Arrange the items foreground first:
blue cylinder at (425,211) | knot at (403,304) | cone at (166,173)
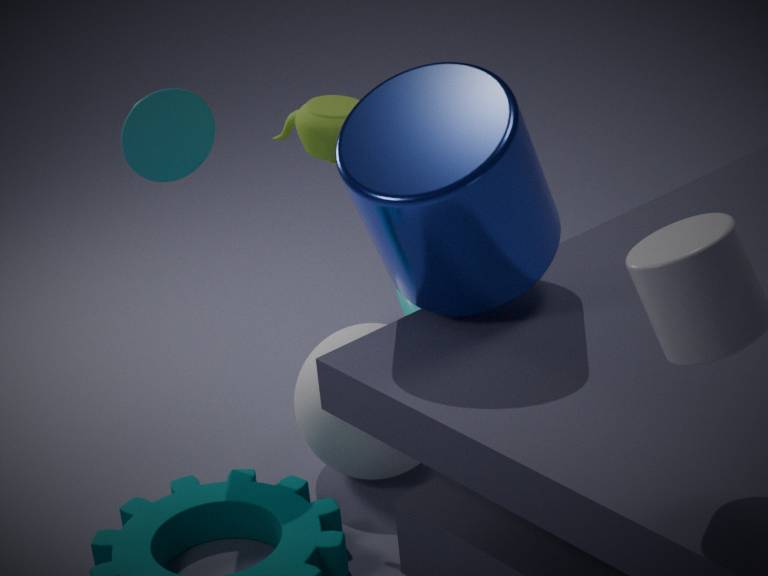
blue cylinder at (425,211), cone at (166,173), knot at (403,304)
